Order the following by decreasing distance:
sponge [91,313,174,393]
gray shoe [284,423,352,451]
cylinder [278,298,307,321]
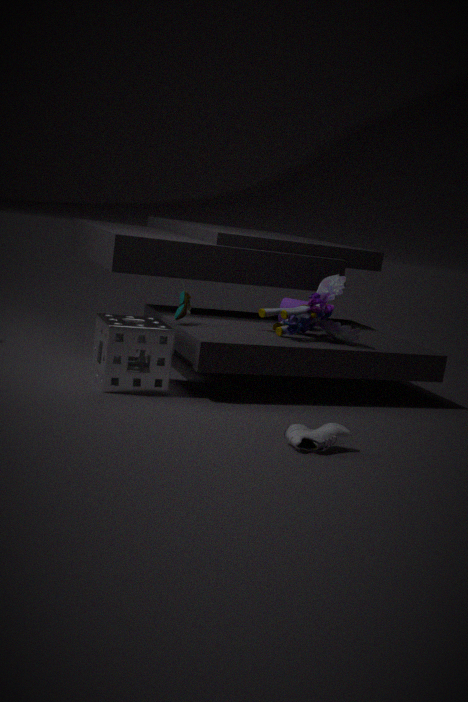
cylinder [278,298,307,321]
sponge [91,313,174,393]
gray shoe [284,423,352,451]
